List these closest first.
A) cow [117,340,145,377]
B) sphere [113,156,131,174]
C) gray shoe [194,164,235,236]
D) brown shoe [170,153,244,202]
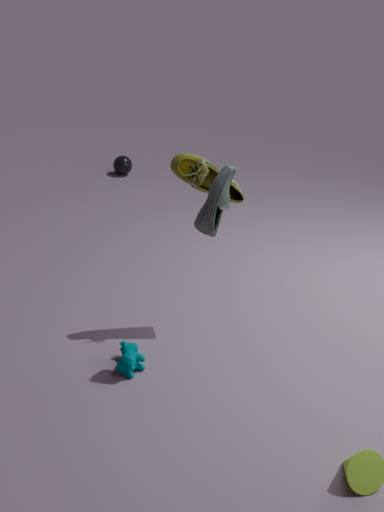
gray shoe [194,164,235,236] → cow [117,340,145,377] → brown shoe [170,153,244,202] → sphere [113,156,131,174]
